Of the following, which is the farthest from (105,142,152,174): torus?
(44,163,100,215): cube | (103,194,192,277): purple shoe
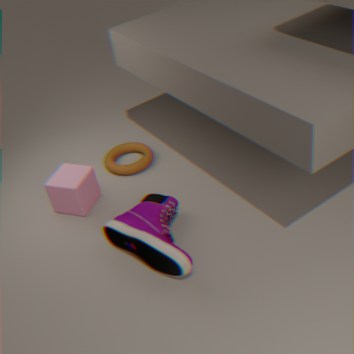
(103,194,192,277): purple shoe
